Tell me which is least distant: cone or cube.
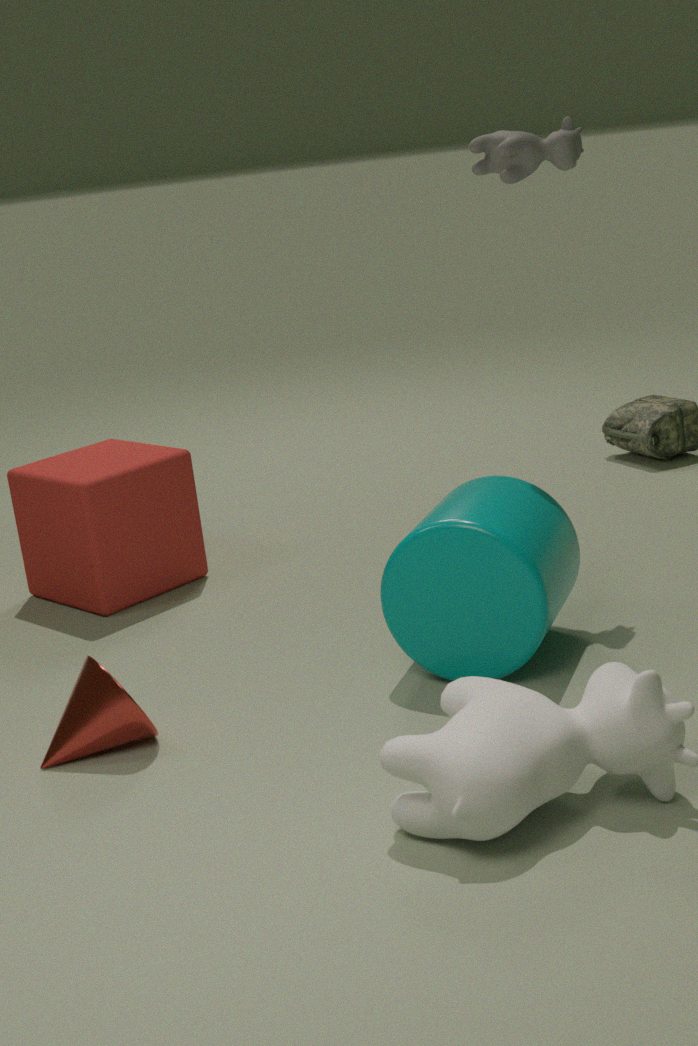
cone
